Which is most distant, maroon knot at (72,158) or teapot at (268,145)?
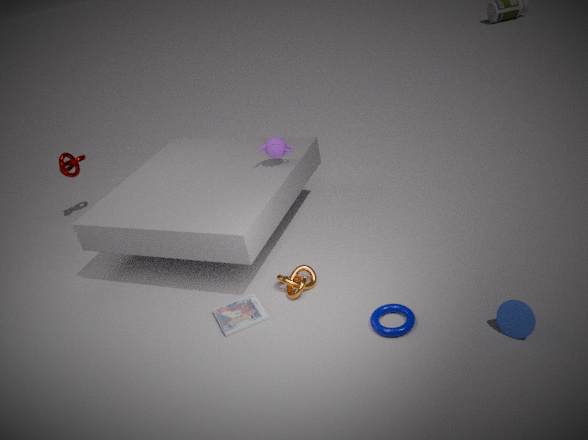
maroon knot at (72,158)
